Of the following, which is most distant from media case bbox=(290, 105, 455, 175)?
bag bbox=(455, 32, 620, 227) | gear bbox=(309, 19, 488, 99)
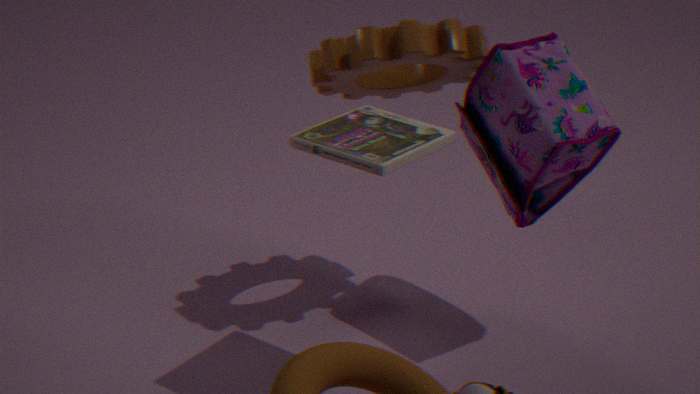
bag bbox=(455, 32, 620, 227)
